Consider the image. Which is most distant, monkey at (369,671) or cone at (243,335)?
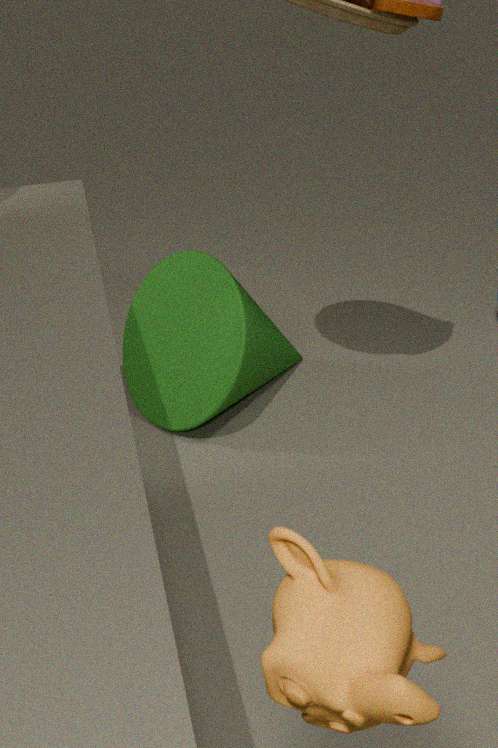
cone at (243,335)
